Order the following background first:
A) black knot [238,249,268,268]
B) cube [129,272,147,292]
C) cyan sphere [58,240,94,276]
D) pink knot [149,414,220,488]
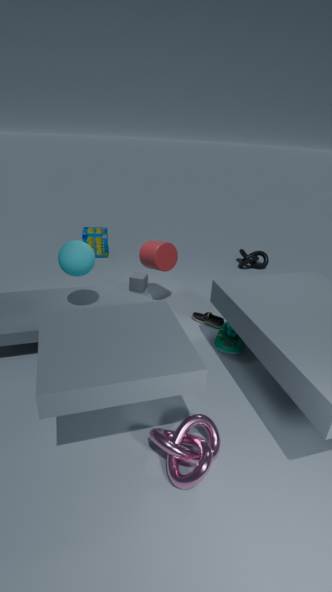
black knot [238,249,268,268], cube [129,272,147,292], cyan sphere [58,240,94,276], pink knot [149,414,220,488]
